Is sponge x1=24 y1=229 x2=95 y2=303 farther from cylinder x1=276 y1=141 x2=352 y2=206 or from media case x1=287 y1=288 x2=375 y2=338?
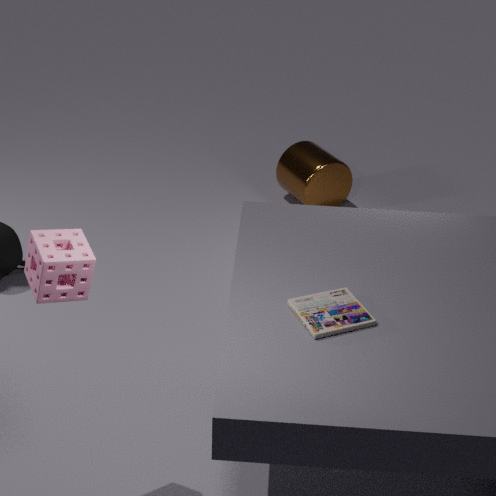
cylinder x1=276 y1=141 x2=352 y2=206
